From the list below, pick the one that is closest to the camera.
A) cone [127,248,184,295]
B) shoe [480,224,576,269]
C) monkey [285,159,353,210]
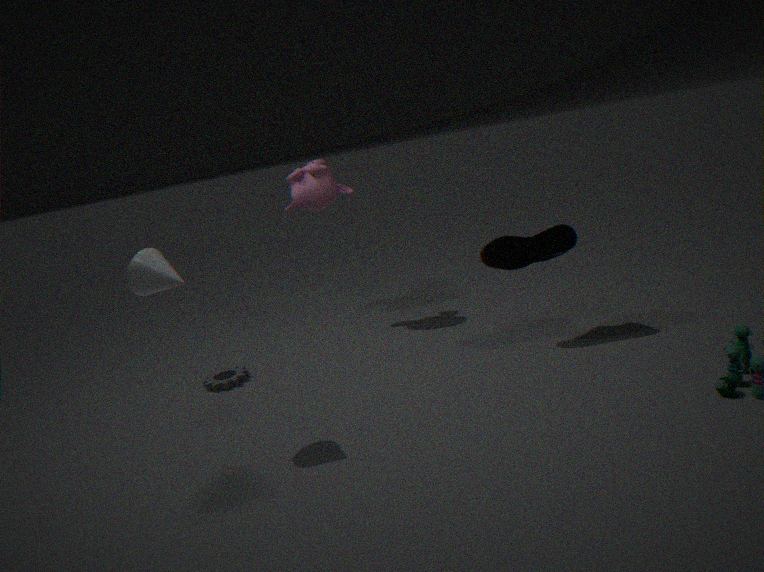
cone [127,248,184,295]
